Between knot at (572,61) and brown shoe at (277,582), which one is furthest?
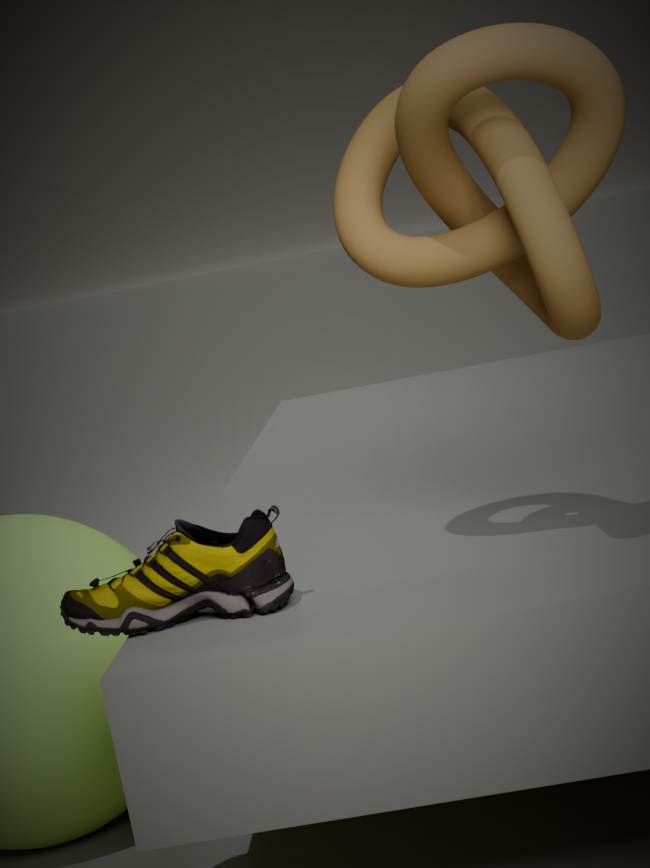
brown shoe at (277,582)
